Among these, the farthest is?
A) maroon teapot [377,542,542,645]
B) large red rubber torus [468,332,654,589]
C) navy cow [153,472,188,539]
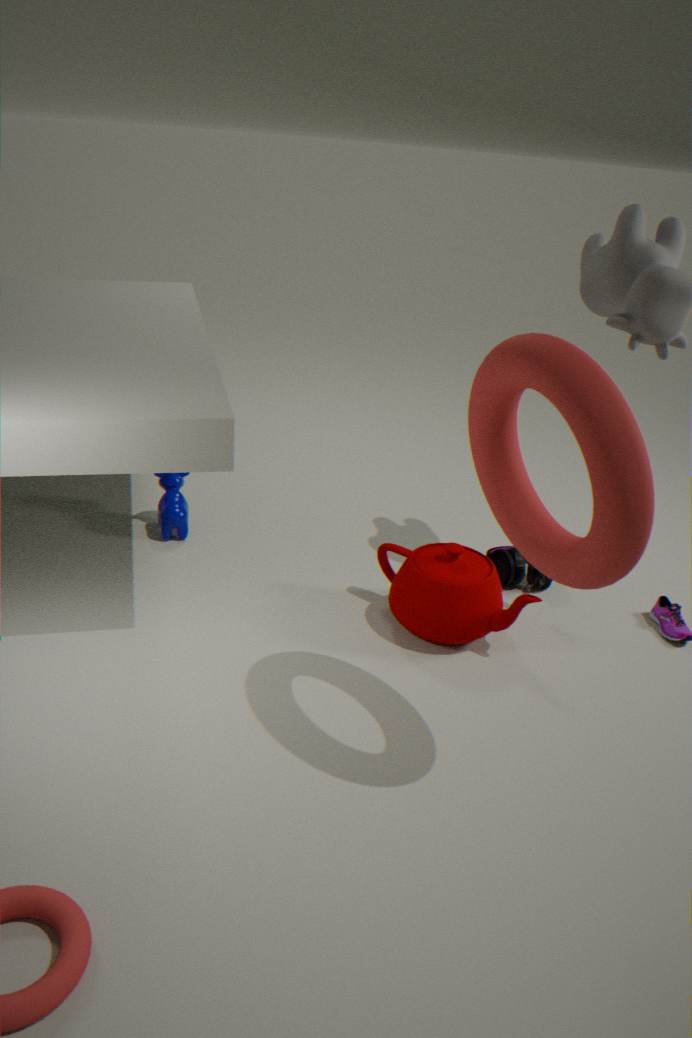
navy cow [153,472,188,539]
